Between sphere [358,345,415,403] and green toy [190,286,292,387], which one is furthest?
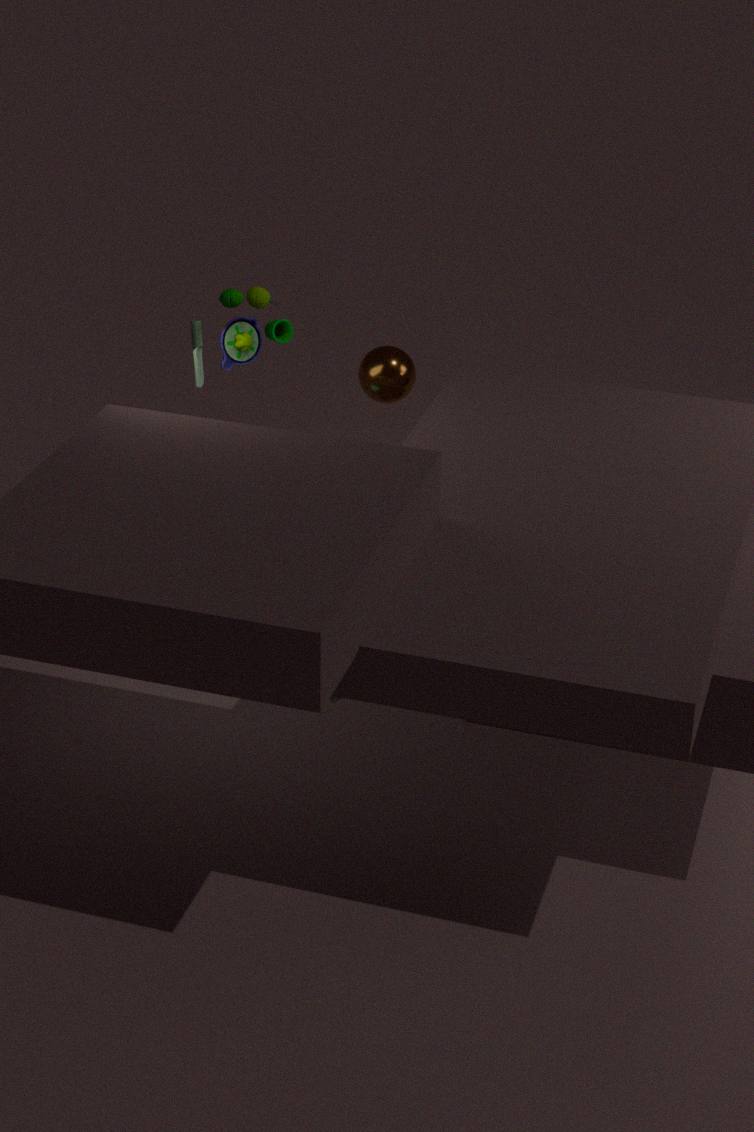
sphere [358,345,415,403]
